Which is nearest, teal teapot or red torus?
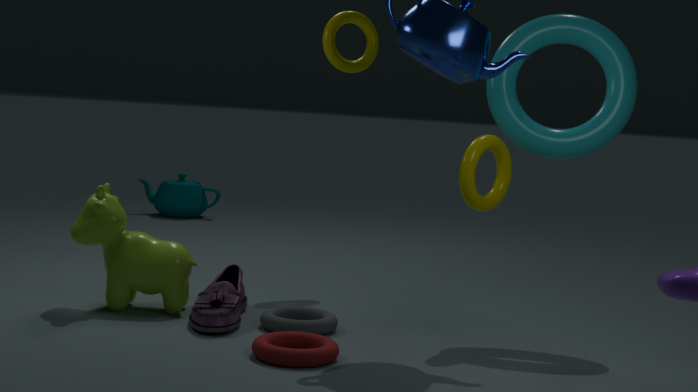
red torus
